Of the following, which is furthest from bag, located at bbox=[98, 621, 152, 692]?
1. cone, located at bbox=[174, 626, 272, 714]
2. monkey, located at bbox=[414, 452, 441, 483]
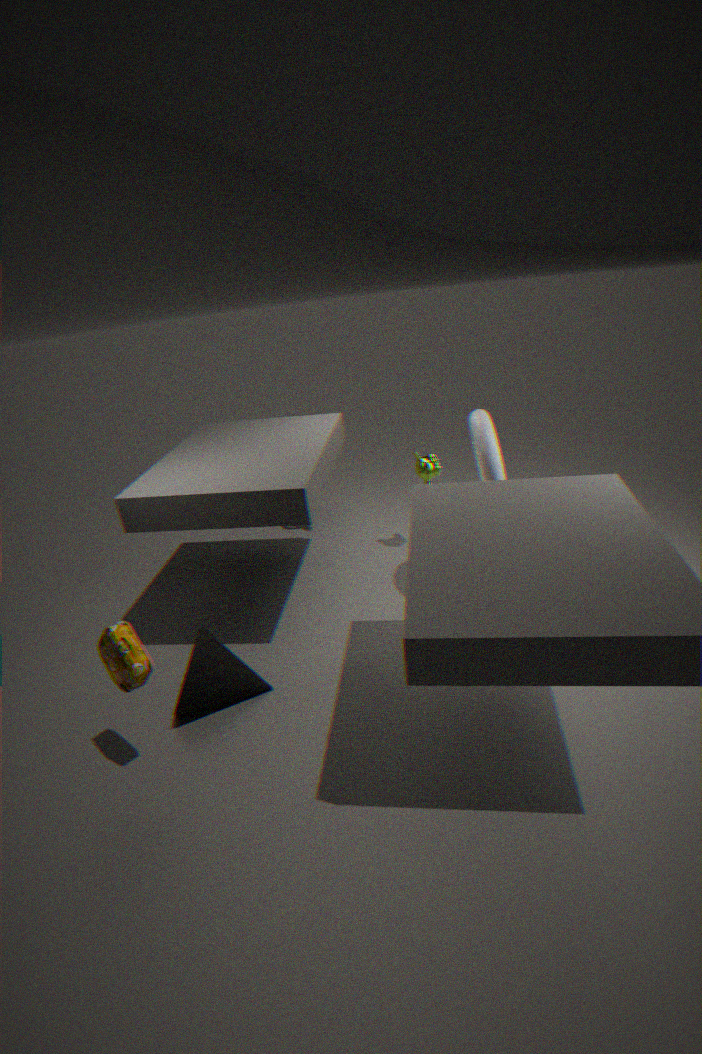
monkey, located at bbox=[414, 452, 441, 483]
